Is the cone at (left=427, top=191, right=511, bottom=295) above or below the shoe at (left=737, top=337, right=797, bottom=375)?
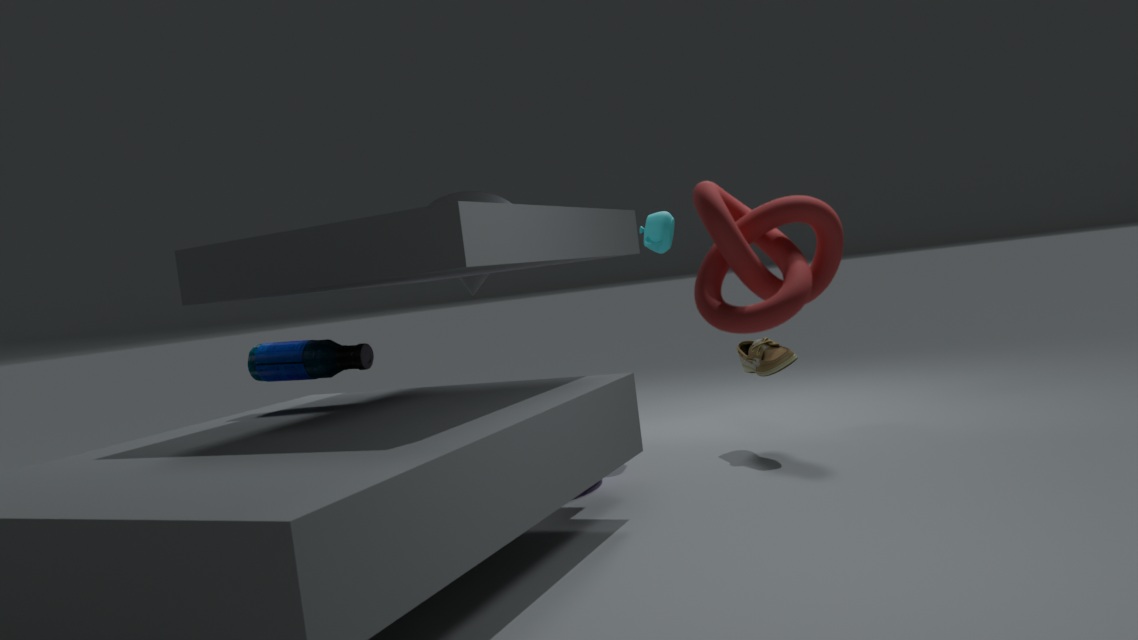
above
